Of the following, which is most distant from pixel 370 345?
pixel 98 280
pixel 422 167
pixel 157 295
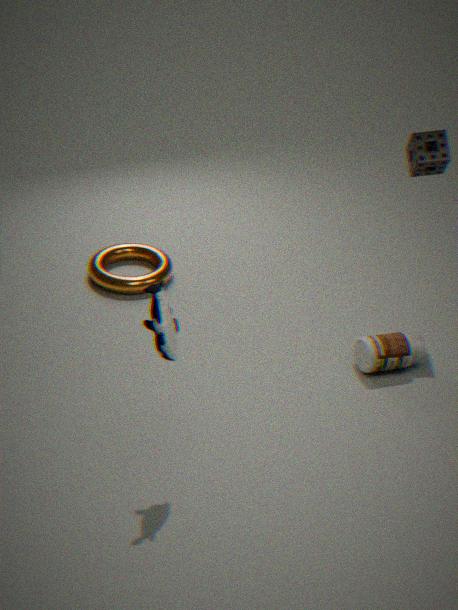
pixel 98 280
